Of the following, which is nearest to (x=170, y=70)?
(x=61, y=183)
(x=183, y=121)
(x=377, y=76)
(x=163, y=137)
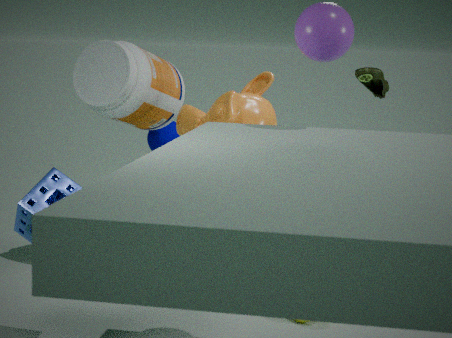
(x=163, y=137)
